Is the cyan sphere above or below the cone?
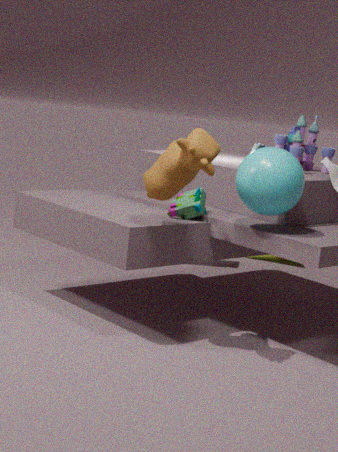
above
